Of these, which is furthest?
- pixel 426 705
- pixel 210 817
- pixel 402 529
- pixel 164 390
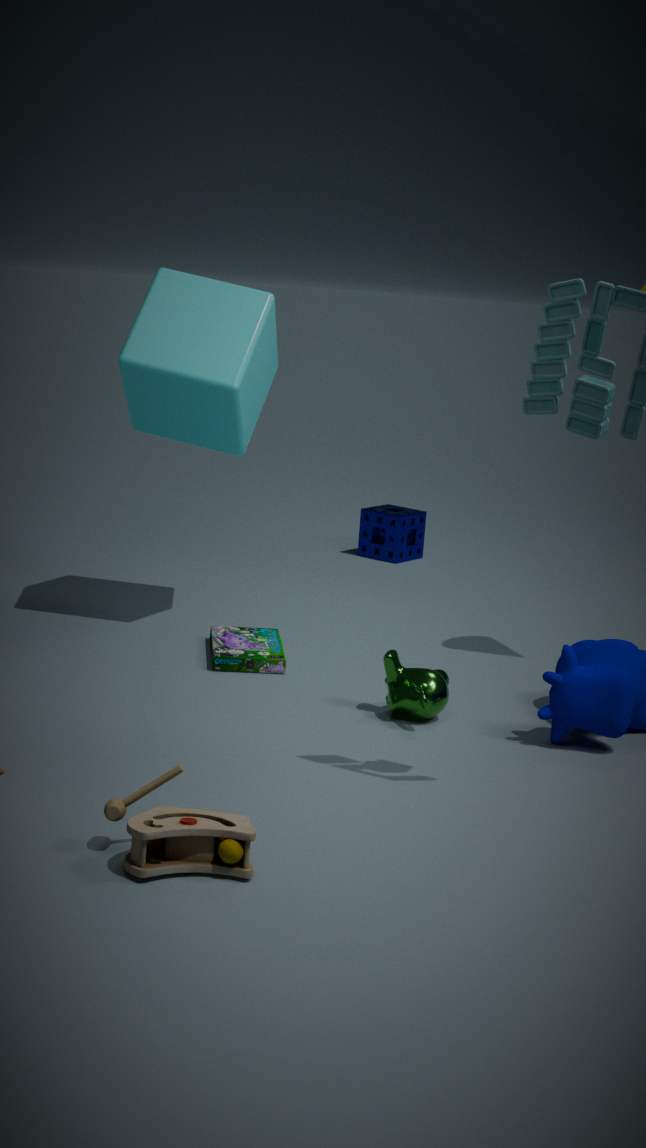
pixel 402 529
